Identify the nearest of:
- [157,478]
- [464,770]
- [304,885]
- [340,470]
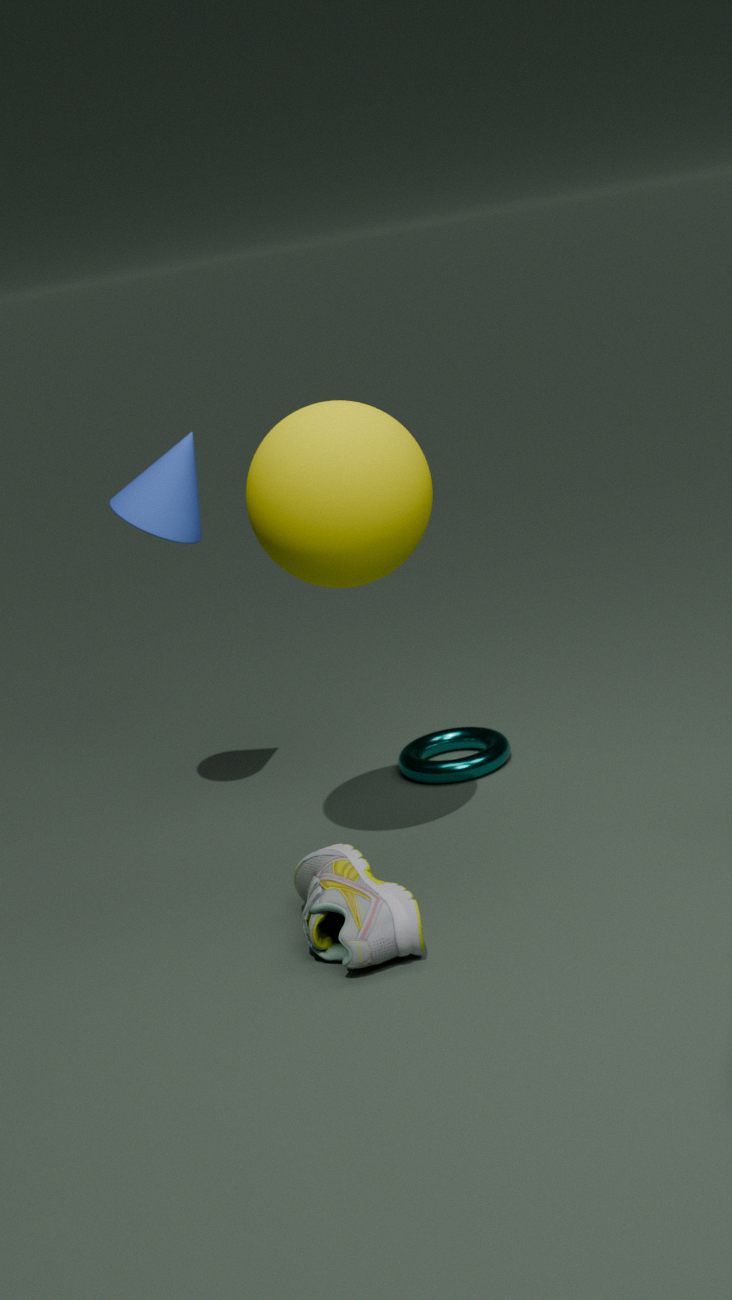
[340,470]
